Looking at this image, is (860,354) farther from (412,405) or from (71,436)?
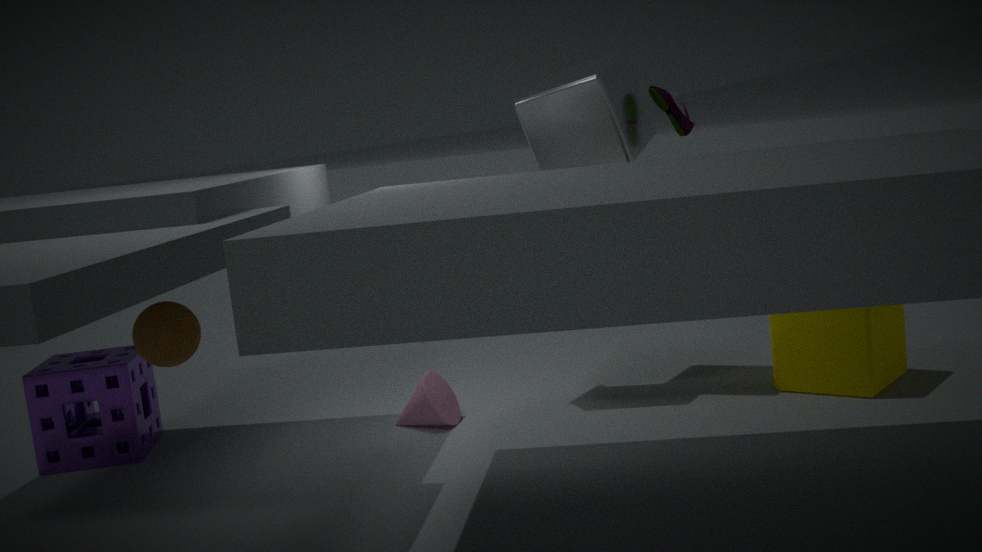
(71,436)
